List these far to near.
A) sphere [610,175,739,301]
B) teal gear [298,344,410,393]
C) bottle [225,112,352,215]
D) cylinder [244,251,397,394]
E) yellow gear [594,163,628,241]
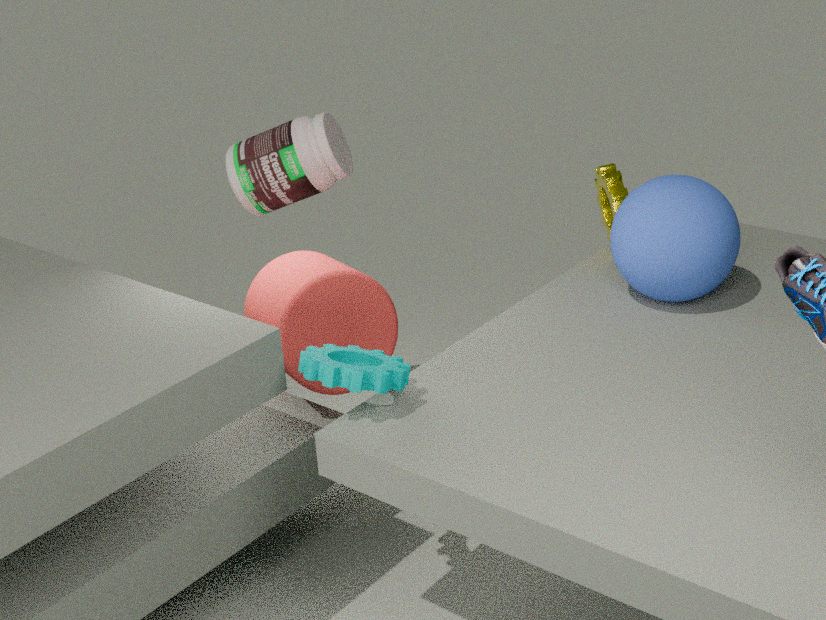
bottle [225,112,352,215] < yellow gear [594,163,628,241] < cylinder [244,251,397,394] < sphere [610,175,739,301] < teal gear [298,344,410,393]
